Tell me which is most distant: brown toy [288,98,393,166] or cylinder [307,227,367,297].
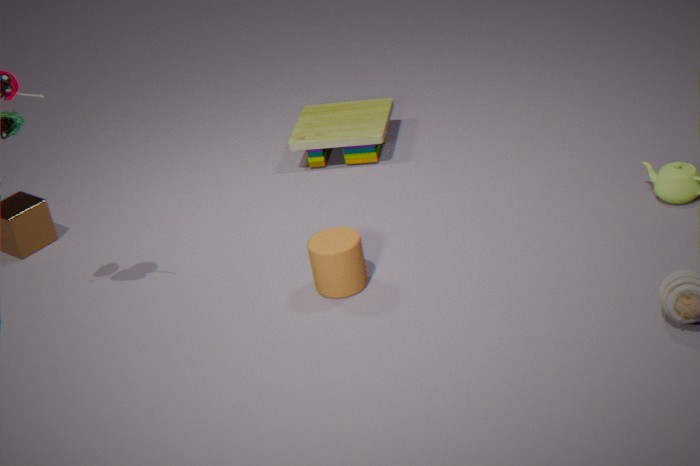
brown toy [288,98,393,166]
